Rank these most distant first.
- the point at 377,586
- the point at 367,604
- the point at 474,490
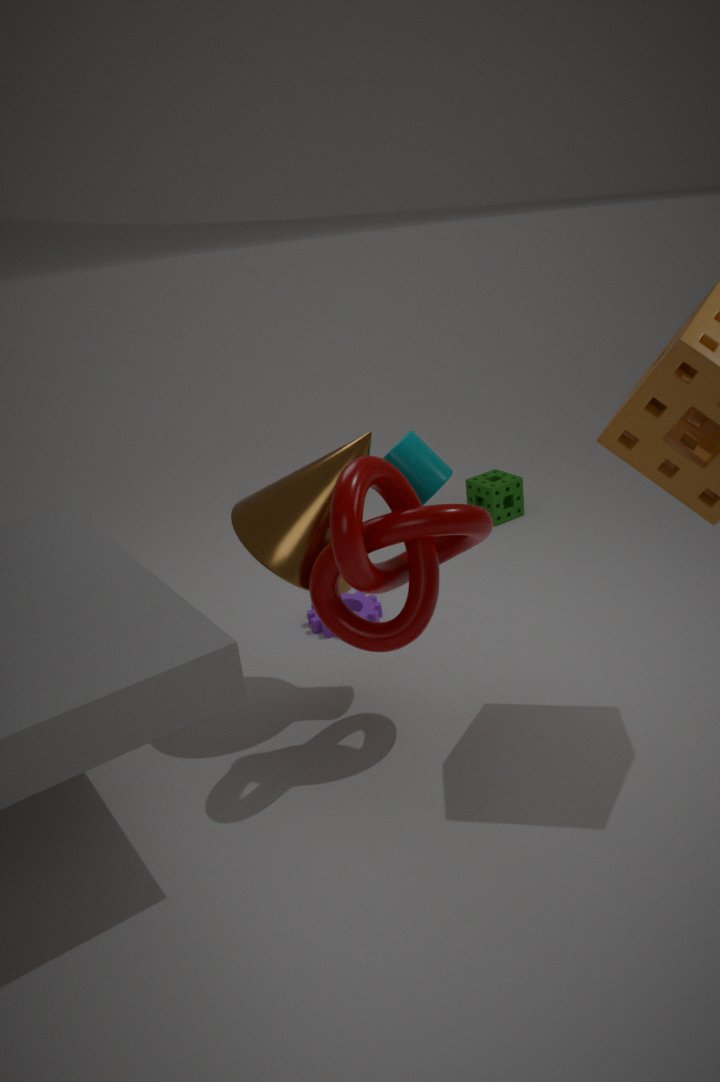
1. the point at 474,490
2. the point at 367,604
3. the point at 377,586
